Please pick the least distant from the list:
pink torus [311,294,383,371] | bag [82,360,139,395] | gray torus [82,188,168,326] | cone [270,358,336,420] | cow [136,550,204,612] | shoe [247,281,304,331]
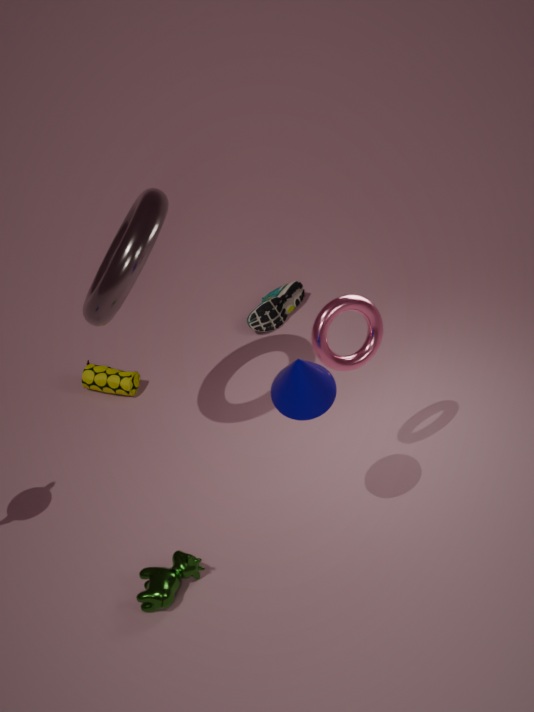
cone [270,358,336,420]
